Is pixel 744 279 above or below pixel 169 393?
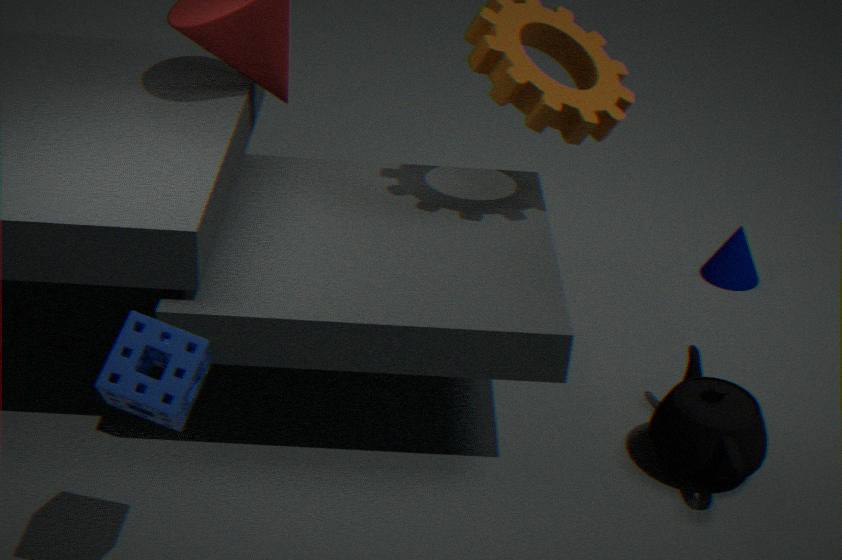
below
